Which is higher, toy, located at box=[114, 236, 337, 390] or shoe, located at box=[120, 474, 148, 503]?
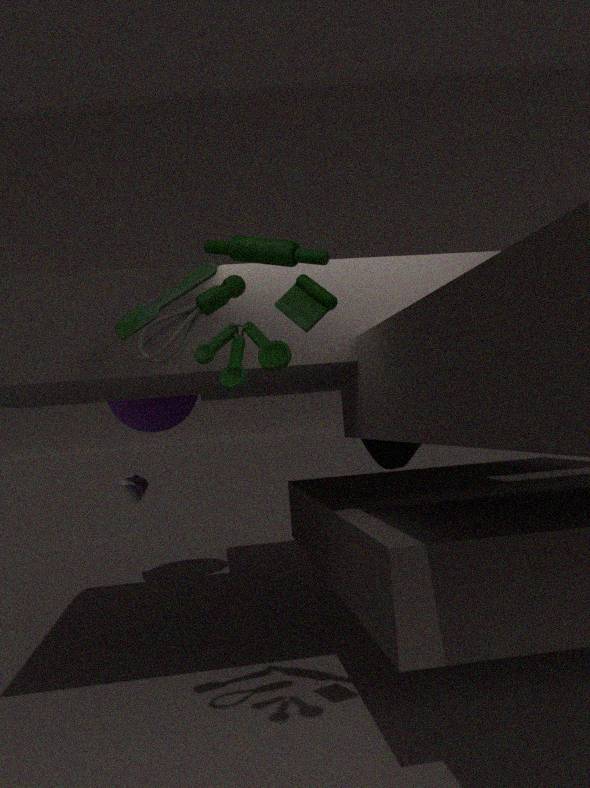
toy, located at box=[114, 236, 337, 390]
